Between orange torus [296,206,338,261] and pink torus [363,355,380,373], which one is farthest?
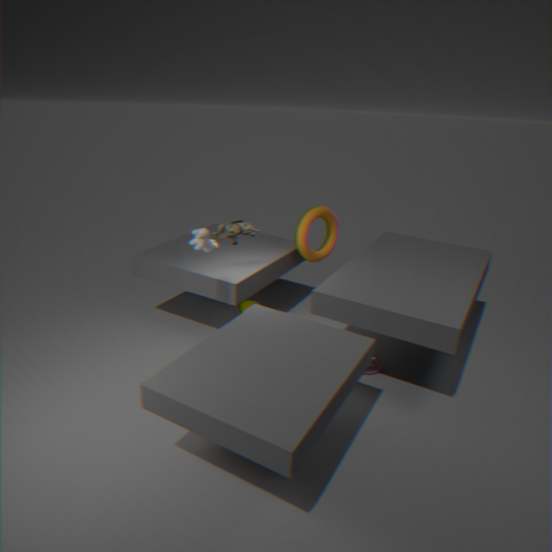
orange torus [296,206,338,261]
